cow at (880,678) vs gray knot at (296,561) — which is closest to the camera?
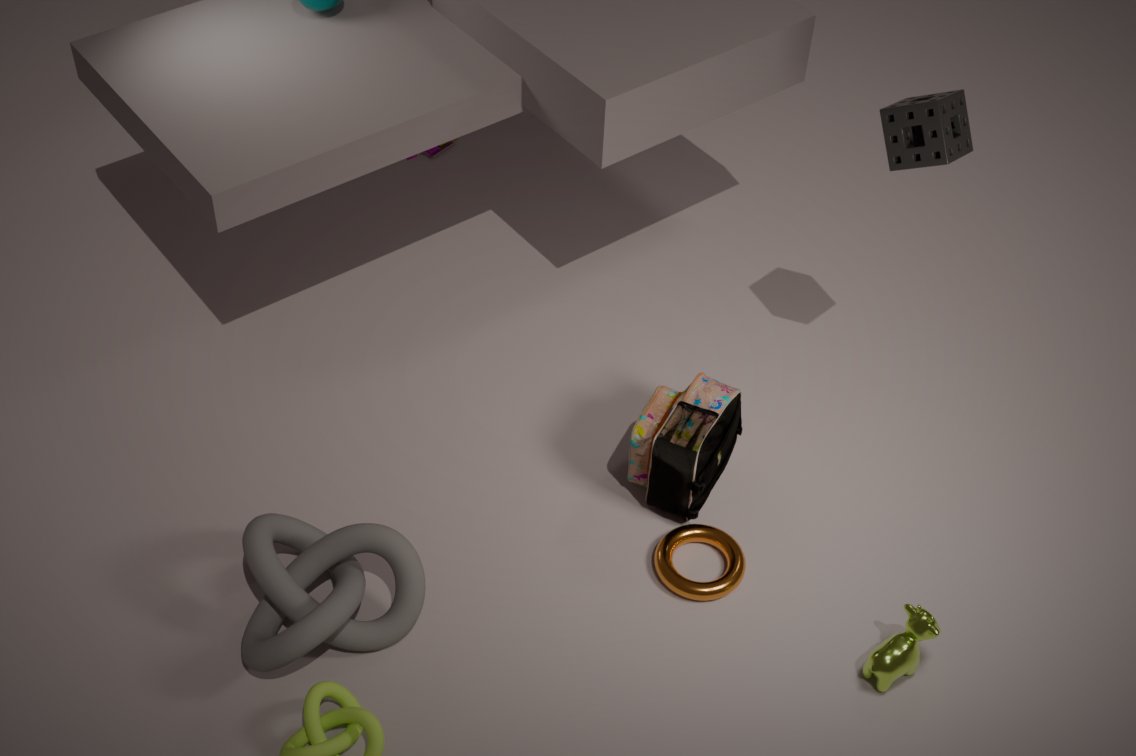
gray knot at (296,561)
